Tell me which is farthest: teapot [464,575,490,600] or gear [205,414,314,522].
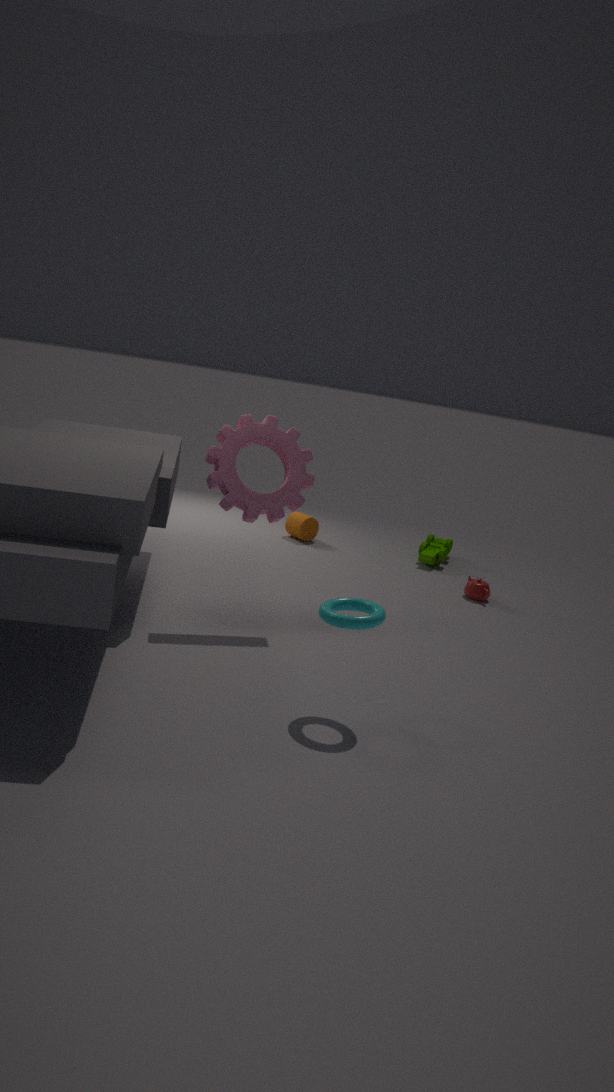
teapot [464,575,490,600]
